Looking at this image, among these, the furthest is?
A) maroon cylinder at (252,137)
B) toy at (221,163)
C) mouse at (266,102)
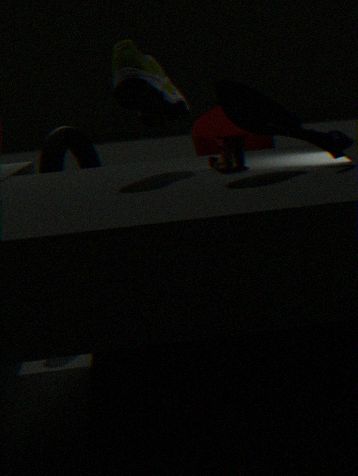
maroon cylinder at (252,137)
